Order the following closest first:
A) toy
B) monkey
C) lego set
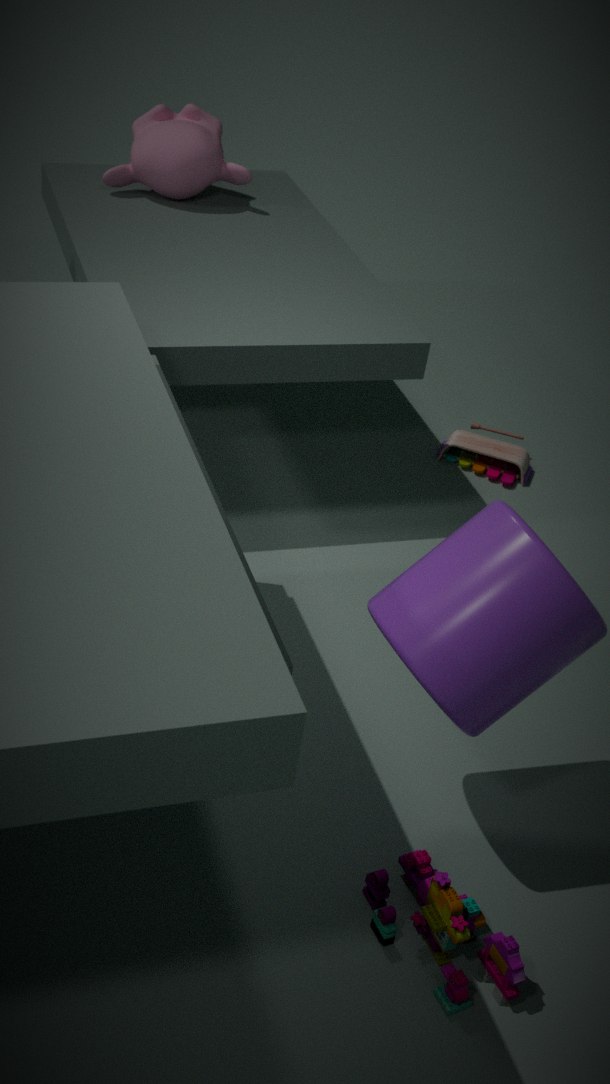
lego set
monkey
toy
